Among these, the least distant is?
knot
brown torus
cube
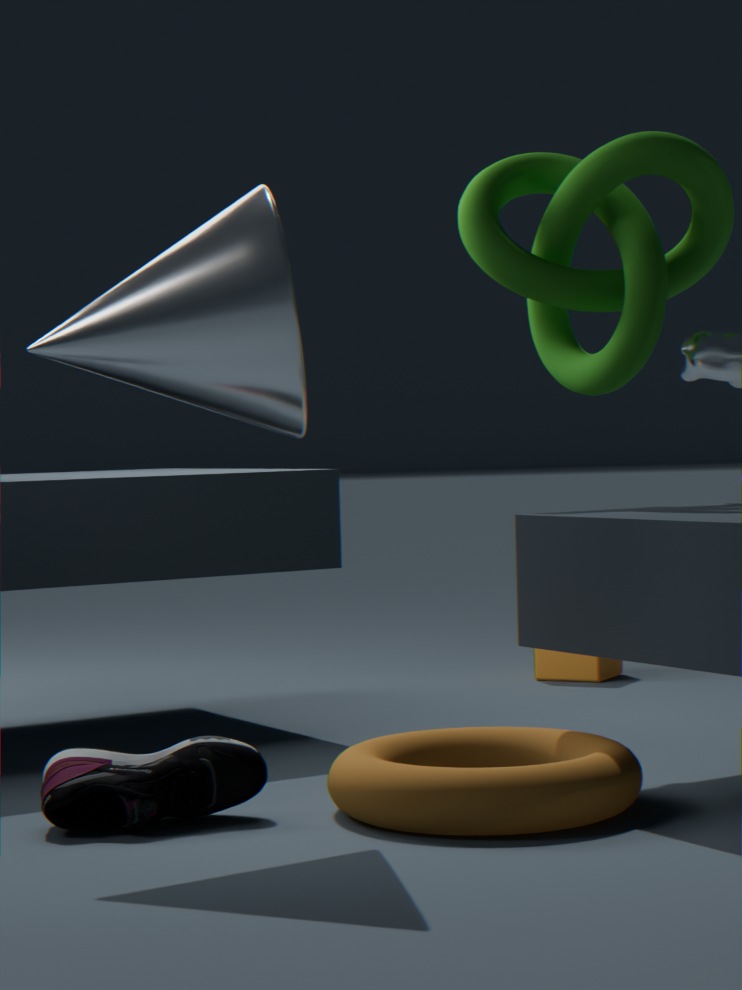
brown torus
